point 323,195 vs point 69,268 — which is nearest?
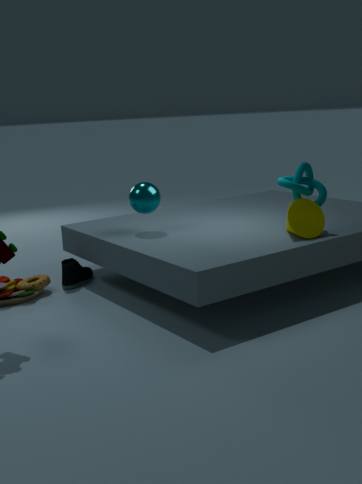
point 323,195
